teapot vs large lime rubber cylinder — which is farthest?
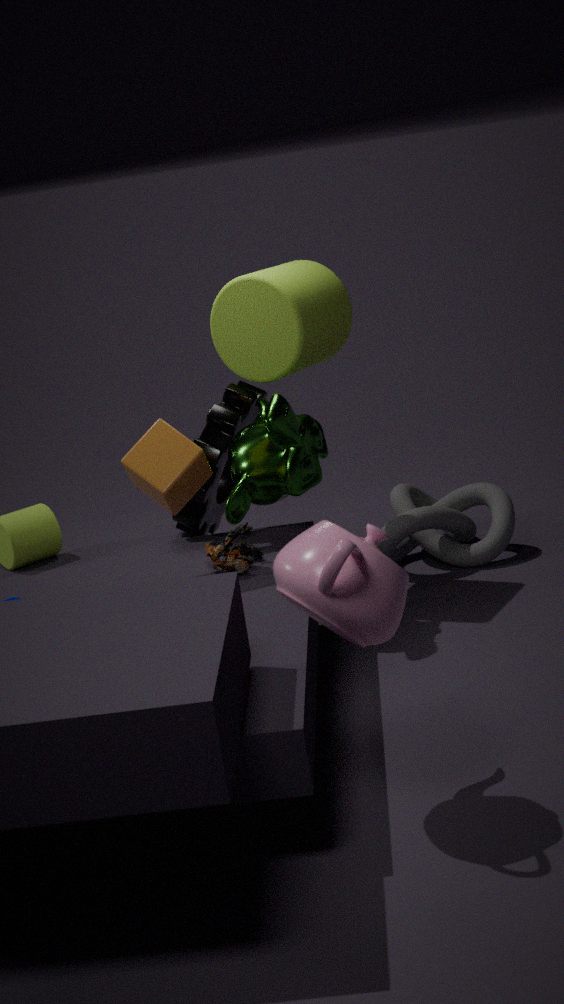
large lime rubber cylinder
